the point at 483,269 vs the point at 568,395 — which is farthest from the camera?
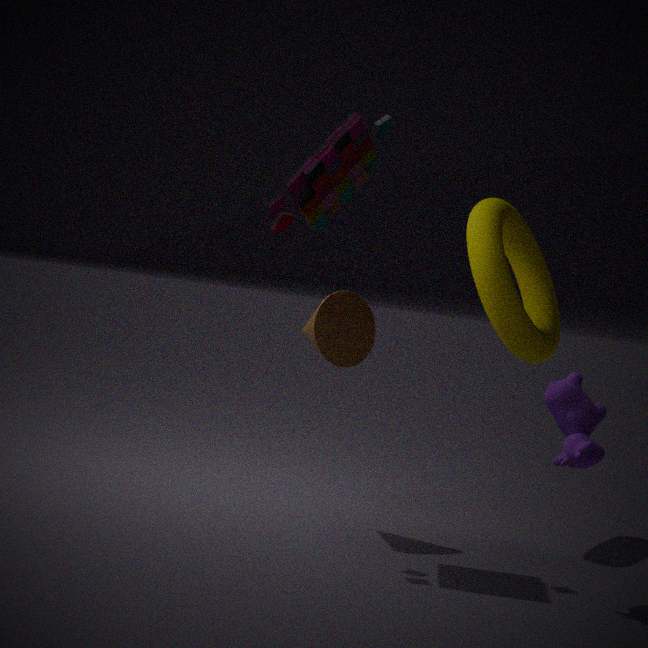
the point at 483,269
